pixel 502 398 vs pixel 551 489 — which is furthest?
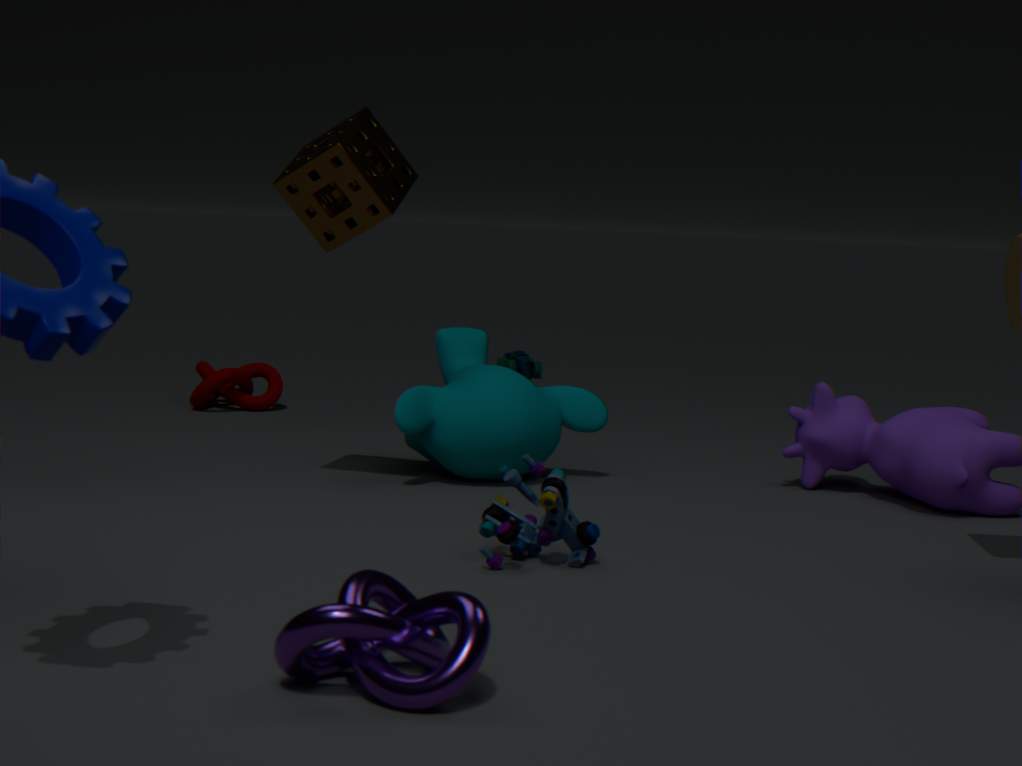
pixel 502 398
